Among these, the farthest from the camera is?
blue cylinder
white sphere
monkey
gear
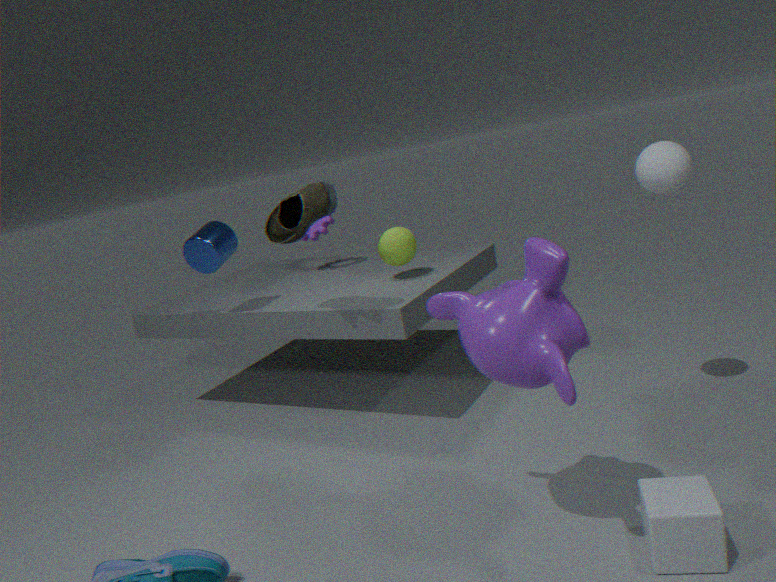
gear
